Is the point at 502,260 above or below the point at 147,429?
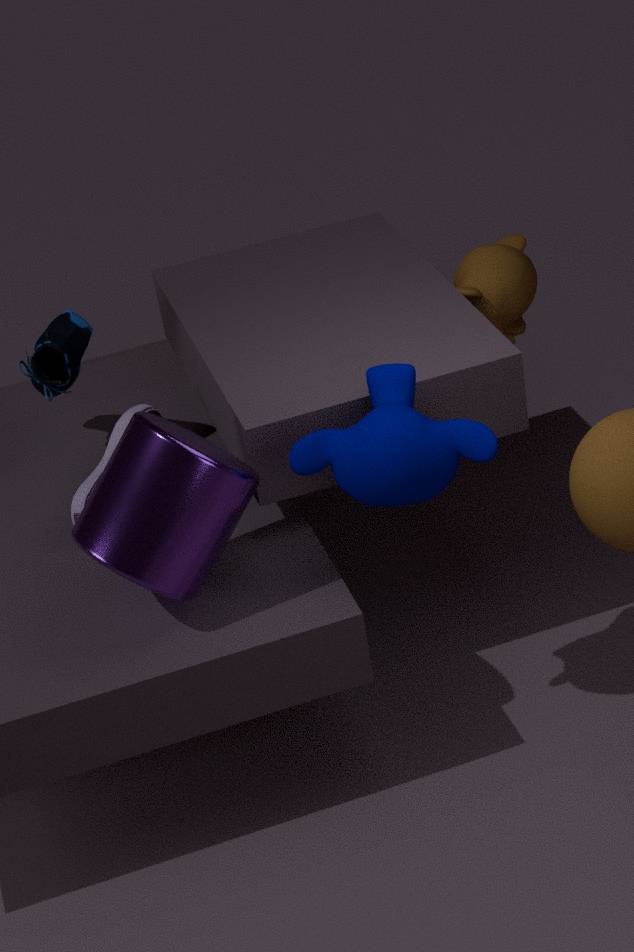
below
